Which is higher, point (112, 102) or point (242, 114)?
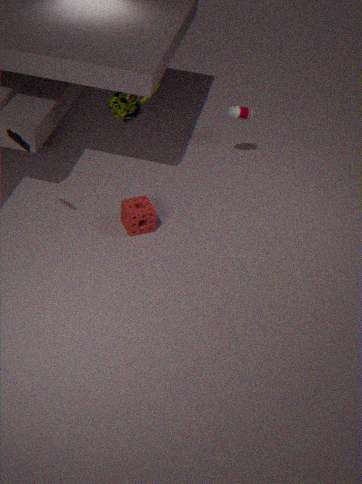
point (112, 102)
